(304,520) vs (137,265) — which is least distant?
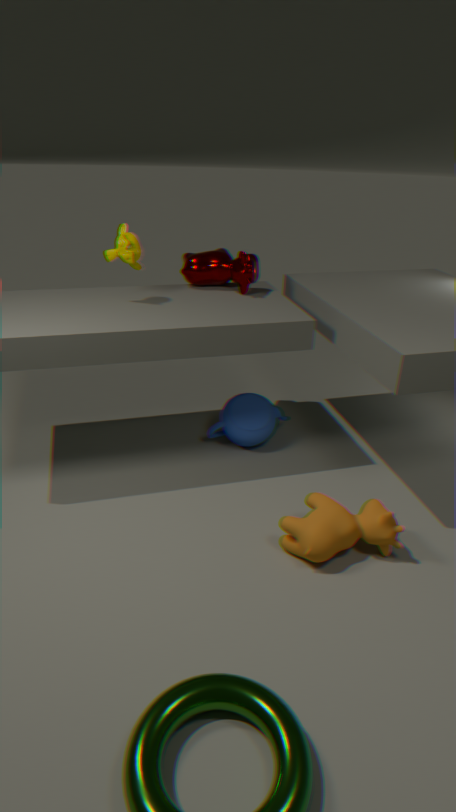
(304,520)
